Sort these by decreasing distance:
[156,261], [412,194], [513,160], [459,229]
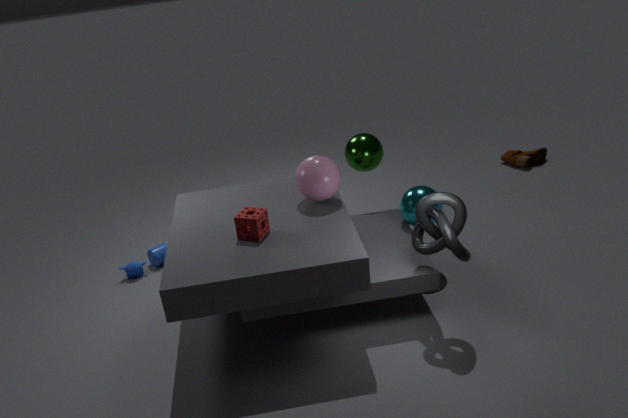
[513,160], [156,261], [412,194], [459,229]
